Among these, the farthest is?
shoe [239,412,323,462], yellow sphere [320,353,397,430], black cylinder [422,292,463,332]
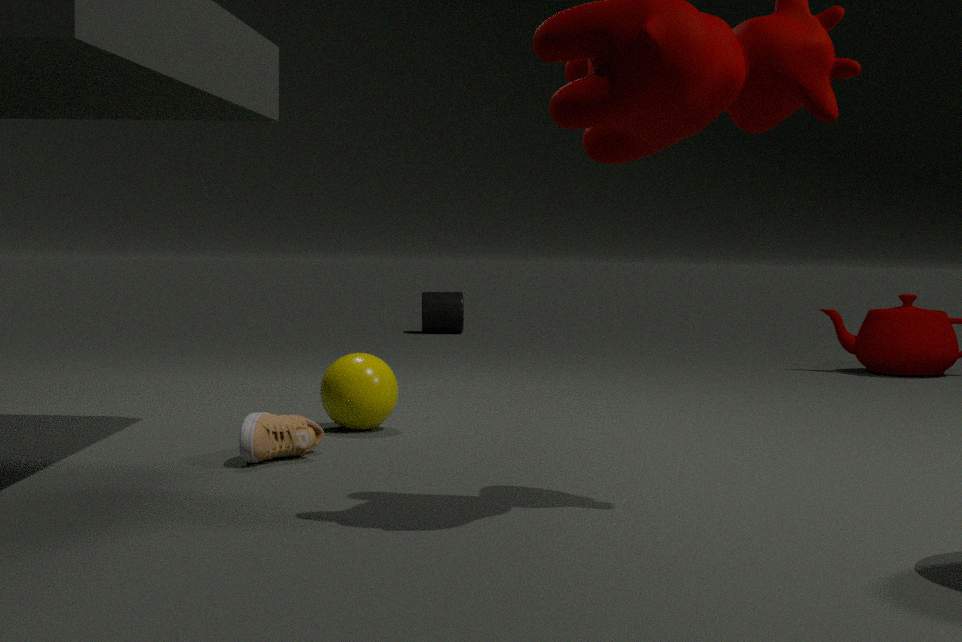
black cylinder [422,292,463,332]
